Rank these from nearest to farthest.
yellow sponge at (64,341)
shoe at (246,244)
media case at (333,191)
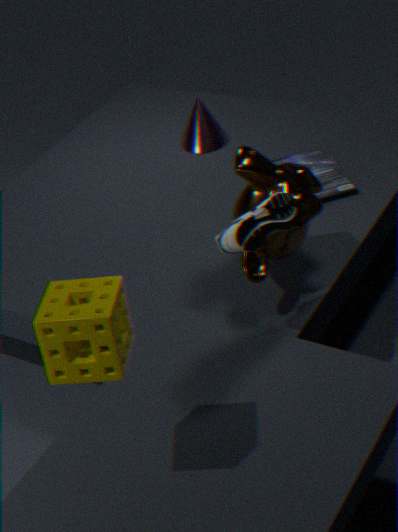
yellow sponge at (64,341) → shoe at (246,244) → media case at (333,191)
